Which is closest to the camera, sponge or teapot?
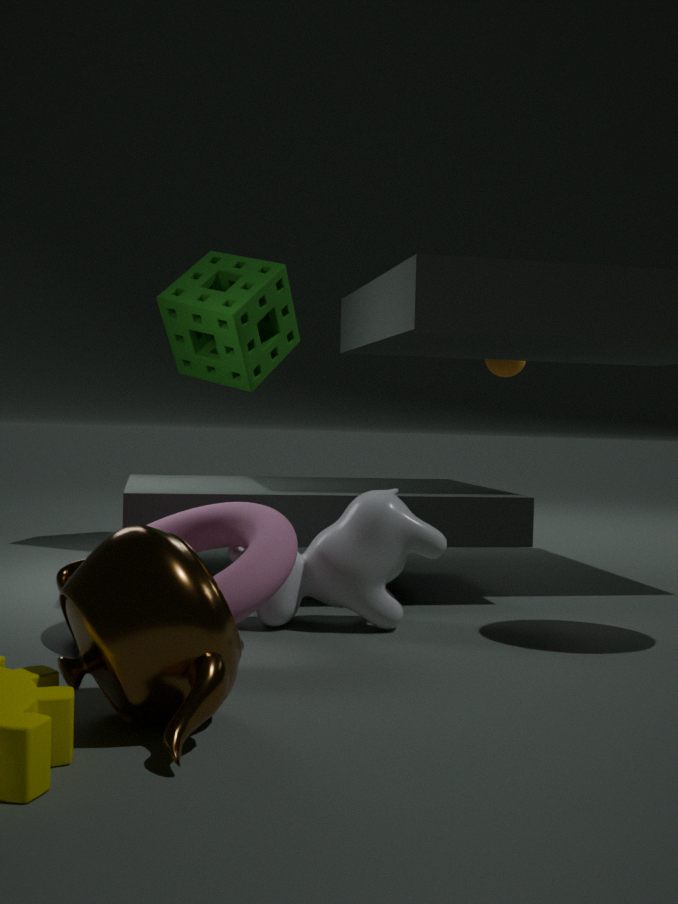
teapot
